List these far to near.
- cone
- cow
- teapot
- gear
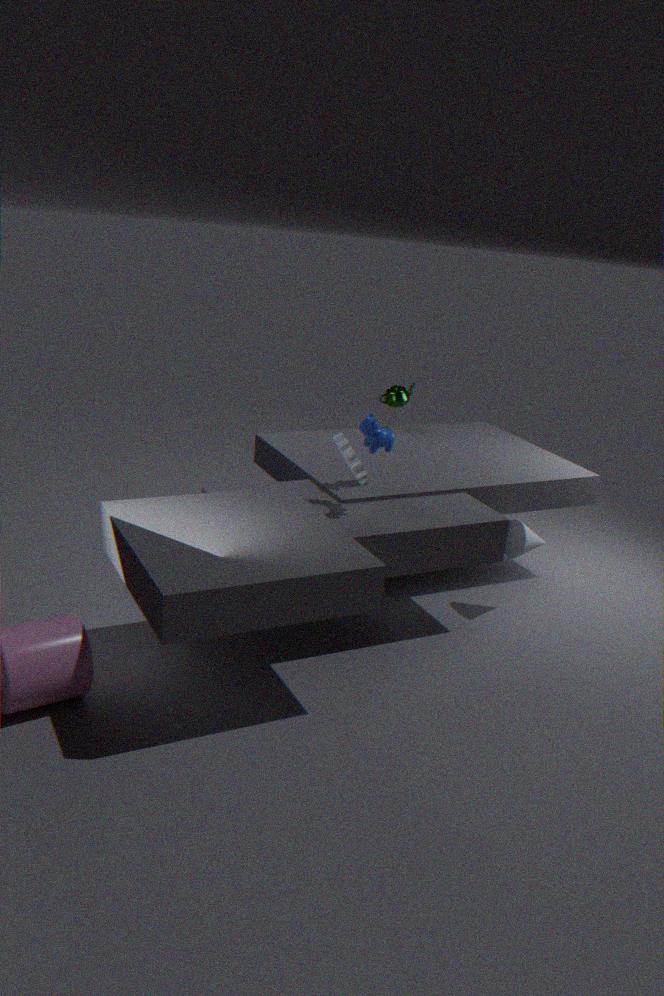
1. teapot
2. cone
3. cow
4. gear
